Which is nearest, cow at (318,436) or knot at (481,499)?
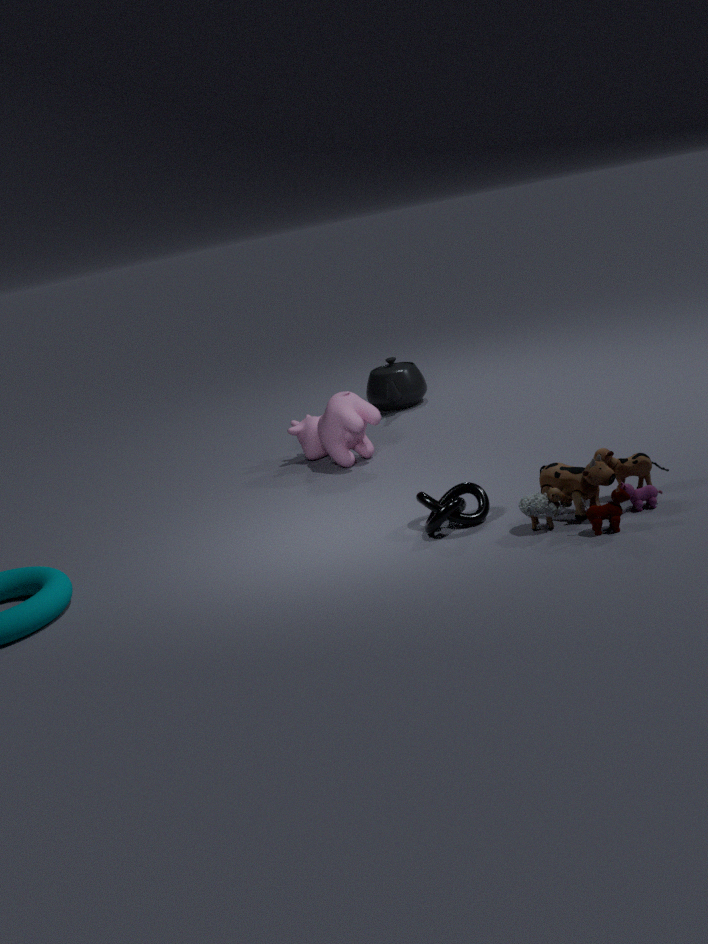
knot at (481,499)
